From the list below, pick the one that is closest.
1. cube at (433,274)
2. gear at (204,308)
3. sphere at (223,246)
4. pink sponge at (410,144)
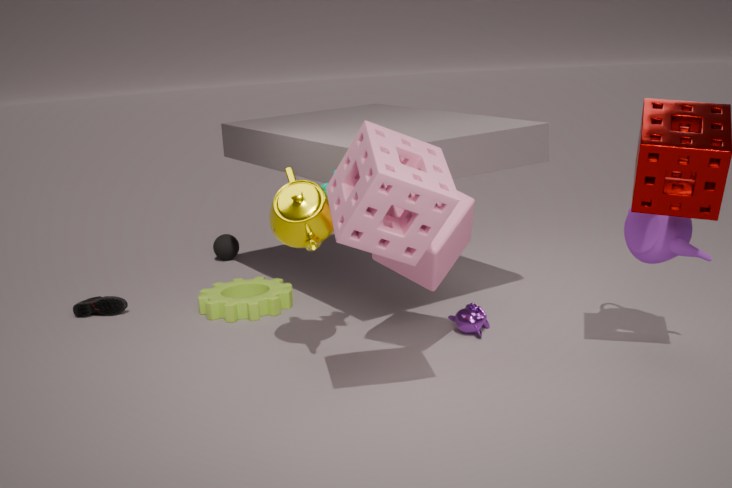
pink sponge at (410,144)
